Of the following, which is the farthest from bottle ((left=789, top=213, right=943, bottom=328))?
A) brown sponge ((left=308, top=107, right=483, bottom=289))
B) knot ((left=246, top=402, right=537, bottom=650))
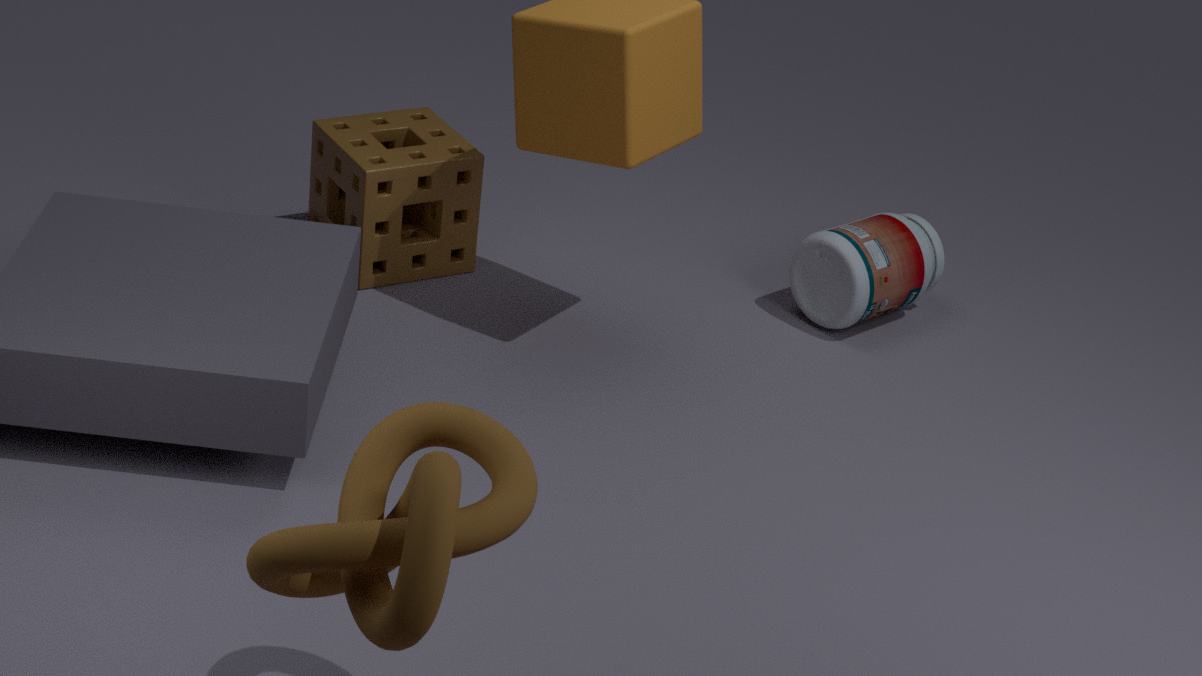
knot ((left=246, top=402, right=537, bottom=650))
